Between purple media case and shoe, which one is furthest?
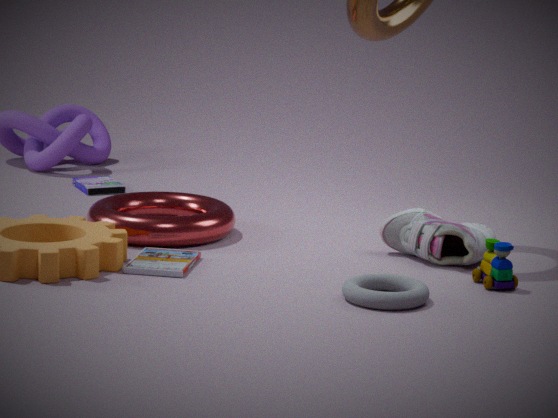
purple media case
